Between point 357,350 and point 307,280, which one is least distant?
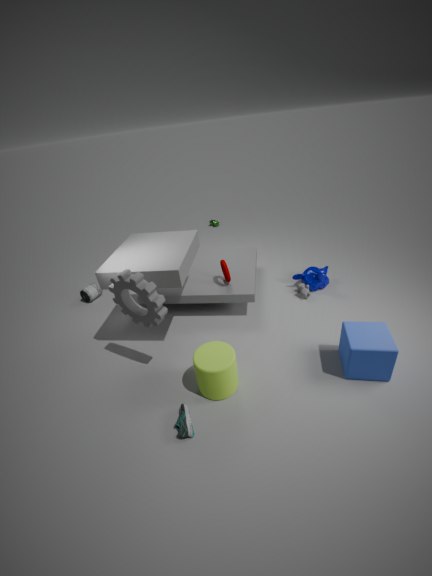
point 357,350
